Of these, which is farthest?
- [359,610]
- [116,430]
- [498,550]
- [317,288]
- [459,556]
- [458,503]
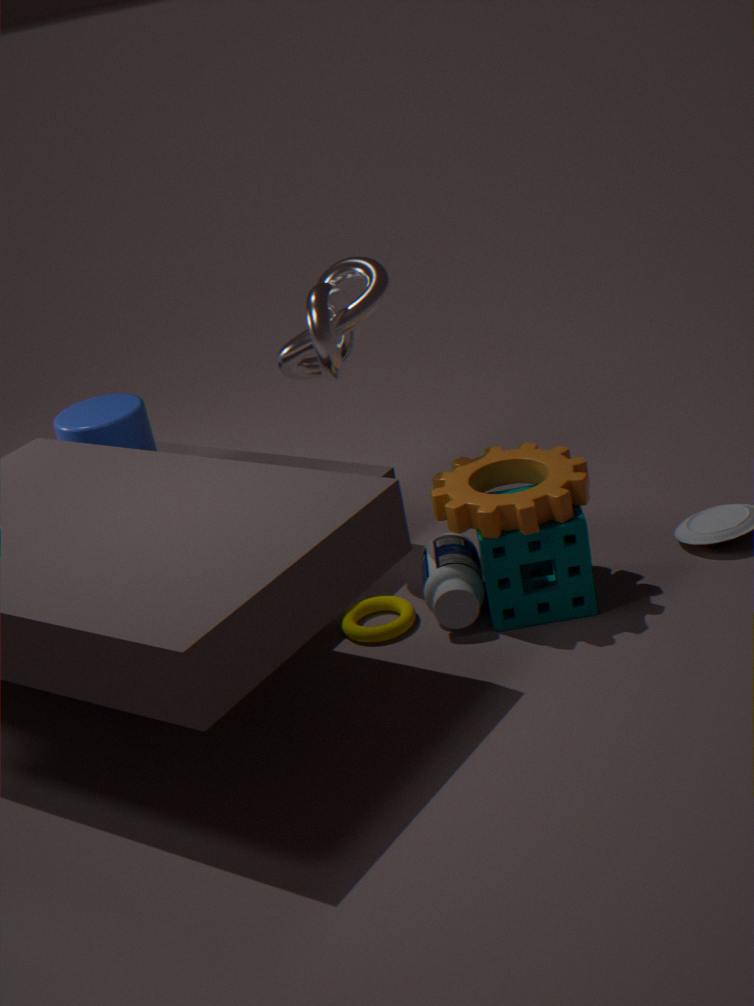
[116,430]
